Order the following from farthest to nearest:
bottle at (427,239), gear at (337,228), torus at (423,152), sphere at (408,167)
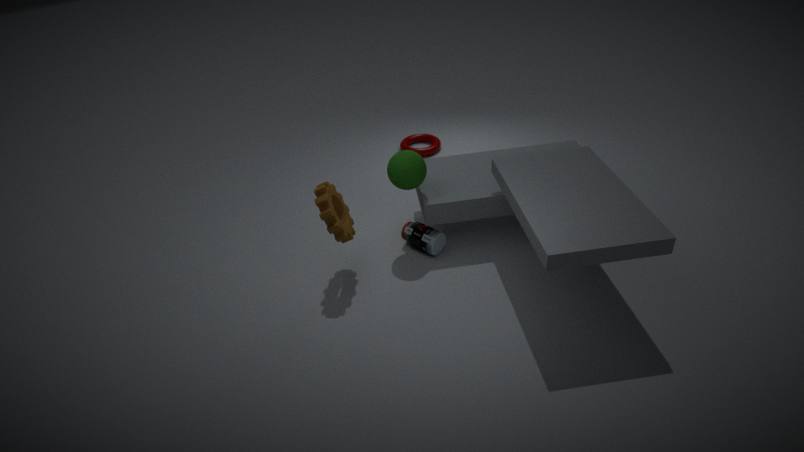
torus at (423,152) < bottle at (427,239) < sphere at (408,167) < gear at (337,228)
